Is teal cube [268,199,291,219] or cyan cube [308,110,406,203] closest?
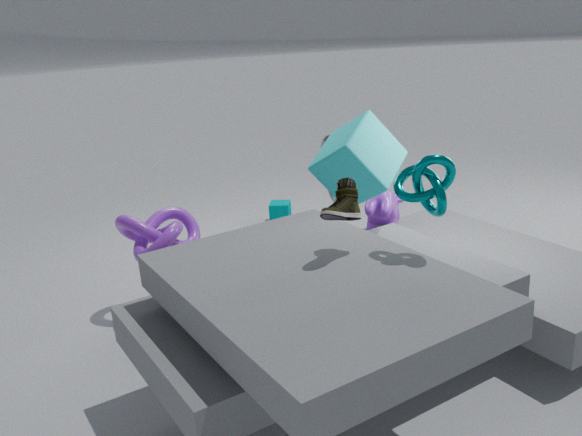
cyan cube [308,110,406,203]
